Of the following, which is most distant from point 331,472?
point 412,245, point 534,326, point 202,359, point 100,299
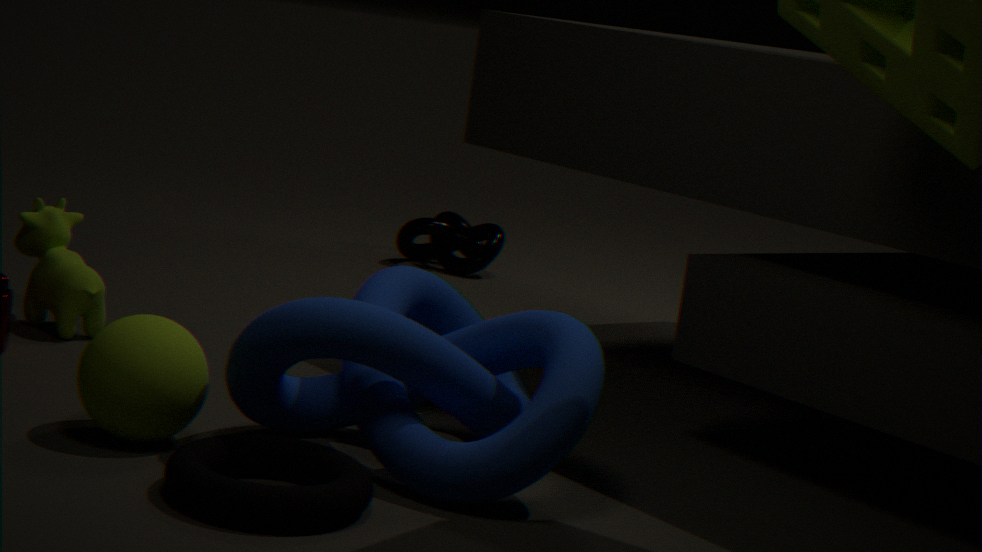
point 412,245
